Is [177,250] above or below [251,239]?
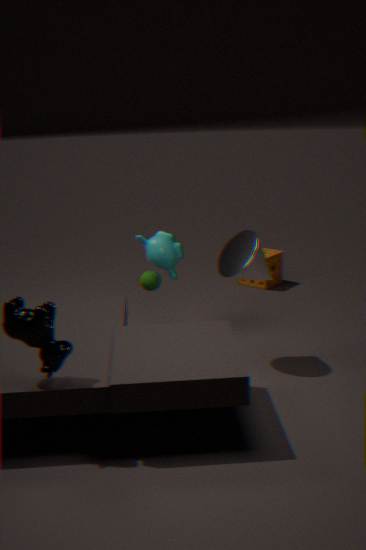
below
